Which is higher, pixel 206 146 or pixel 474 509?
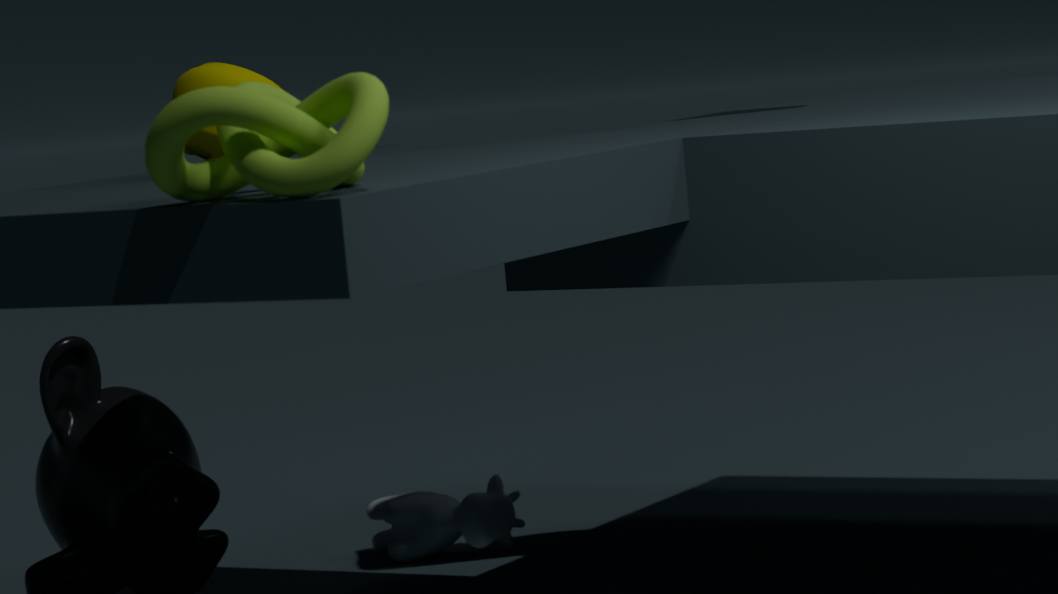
pixel 206 146
